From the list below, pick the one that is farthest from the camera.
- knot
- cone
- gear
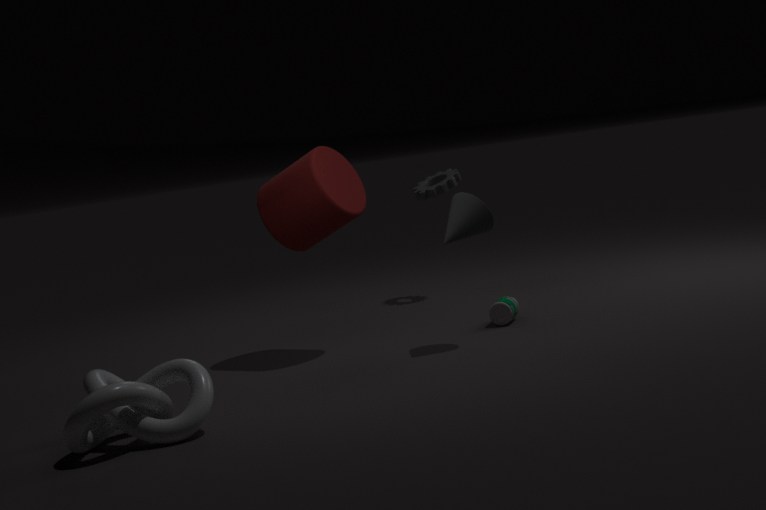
gear
